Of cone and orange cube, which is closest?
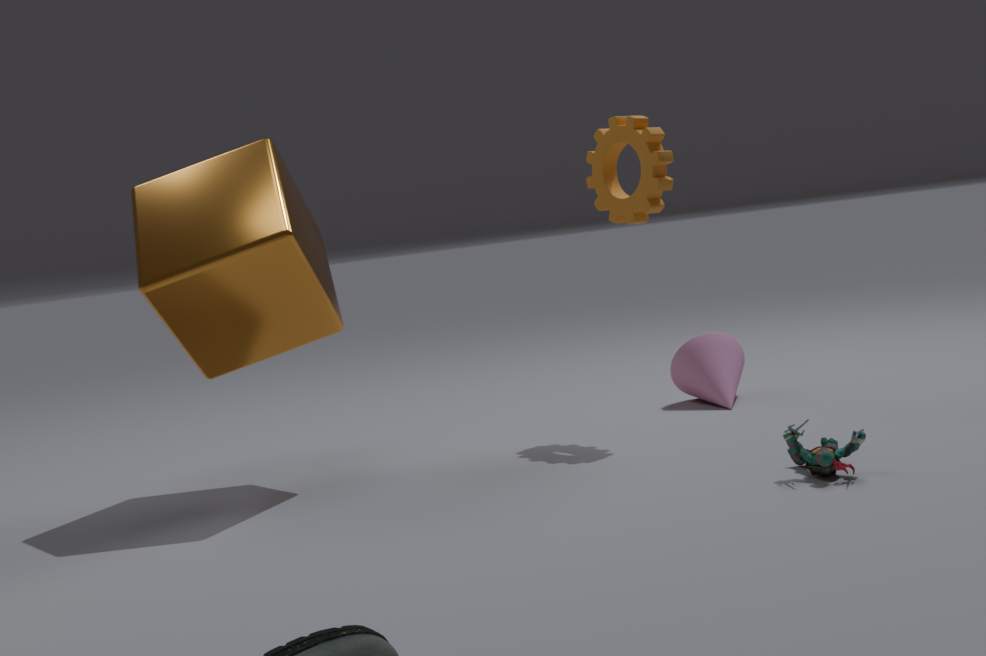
orange cube
